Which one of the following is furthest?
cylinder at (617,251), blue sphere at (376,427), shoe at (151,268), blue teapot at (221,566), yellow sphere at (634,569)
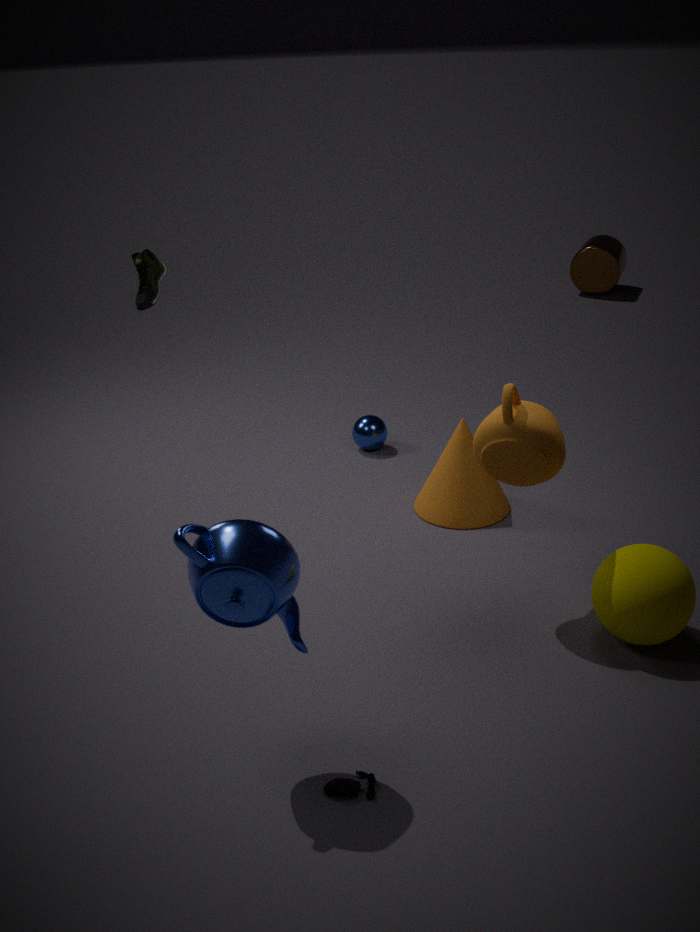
cylinder at (617,251)
